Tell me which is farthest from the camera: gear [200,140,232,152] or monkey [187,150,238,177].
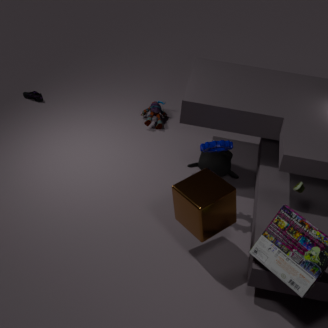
monkey [187,150,238,177]
